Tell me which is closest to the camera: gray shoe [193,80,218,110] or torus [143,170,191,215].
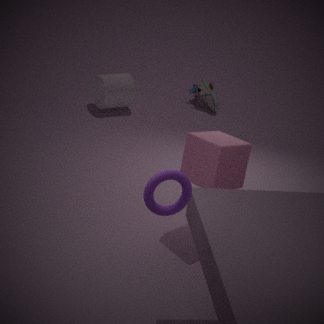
torus [143,170,191,215]
